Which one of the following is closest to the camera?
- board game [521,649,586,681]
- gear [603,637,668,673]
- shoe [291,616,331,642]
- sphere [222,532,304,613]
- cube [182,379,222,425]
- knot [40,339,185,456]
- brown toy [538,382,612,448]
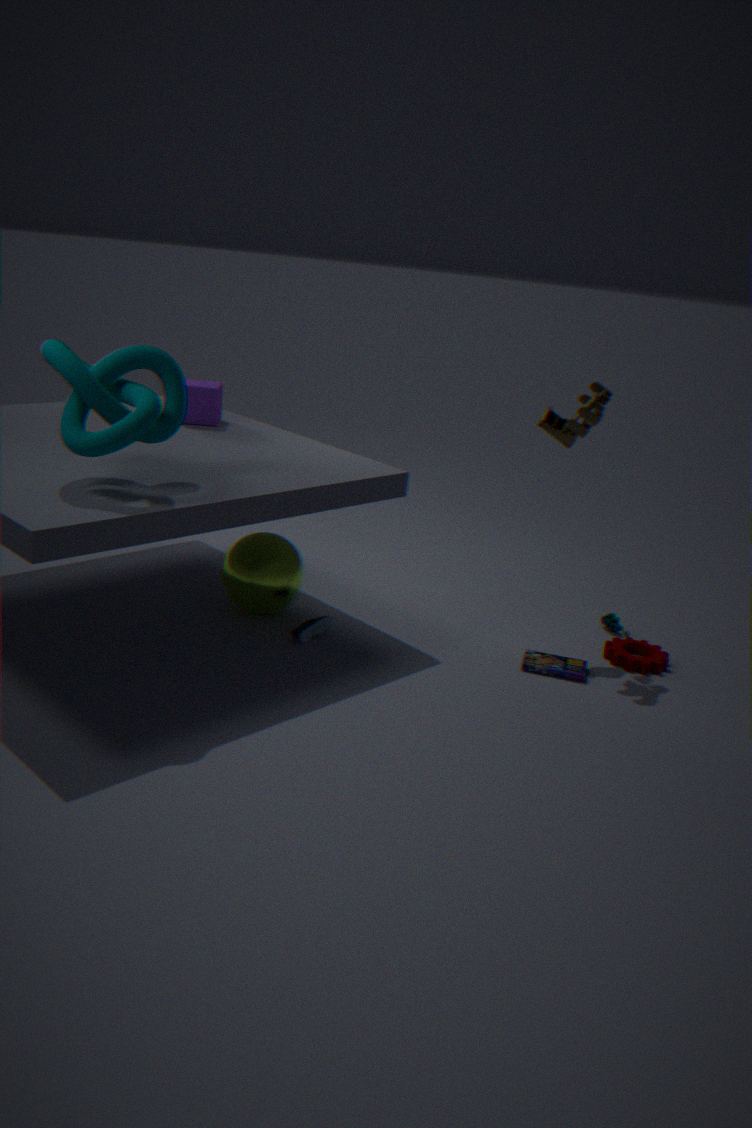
knot [40,339,185,456]
